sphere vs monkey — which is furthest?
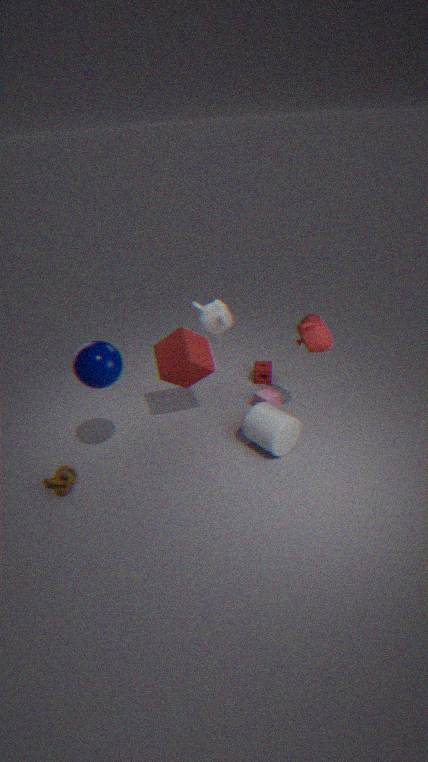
monkey
